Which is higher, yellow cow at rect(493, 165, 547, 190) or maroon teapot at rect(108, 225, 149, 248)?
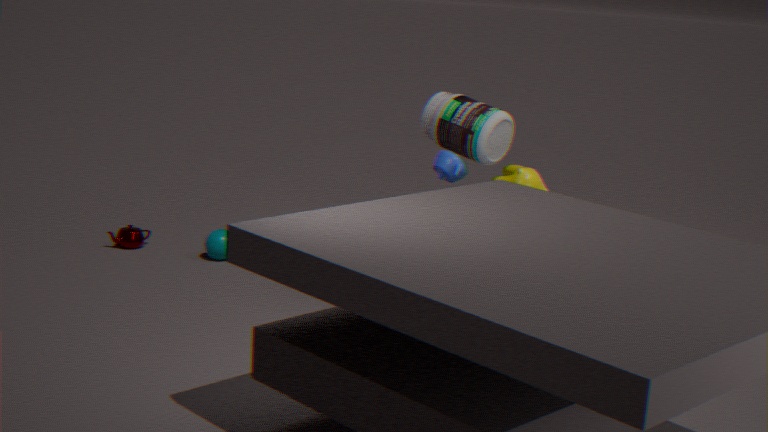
yellow cow at rect(493, 165, 547, 190)
